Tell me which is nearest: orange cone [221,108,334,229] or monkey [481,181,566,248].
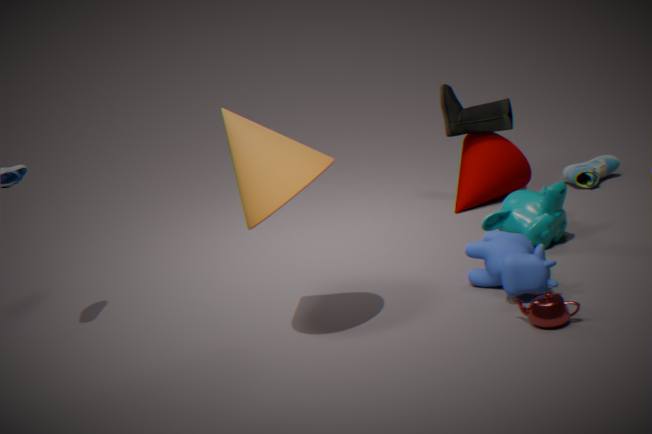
orange cone [221,108,334,229]
